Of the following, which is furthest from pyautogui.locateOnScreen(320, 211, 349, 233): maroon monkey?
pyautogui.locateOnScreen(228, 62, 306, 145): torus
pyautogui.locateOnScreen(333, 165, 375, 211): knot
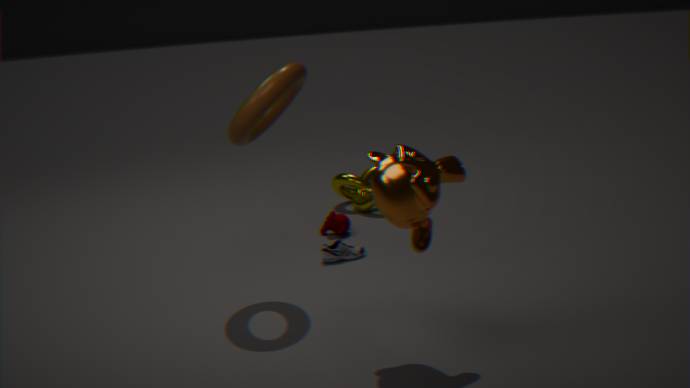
pyautogui.locateOnScreen(228, 62, 306, 145): torus
